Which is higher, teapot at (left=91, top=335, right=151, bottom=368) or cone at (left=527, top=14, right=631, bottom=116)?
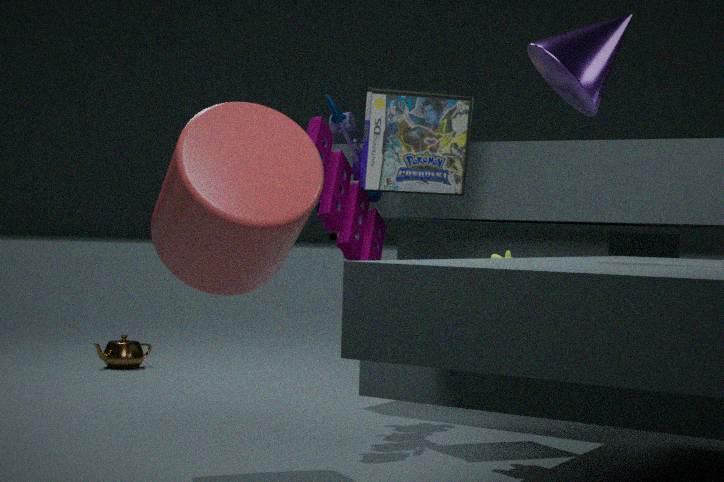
cone at (left=527, top=14, right=631, bottom=116)
